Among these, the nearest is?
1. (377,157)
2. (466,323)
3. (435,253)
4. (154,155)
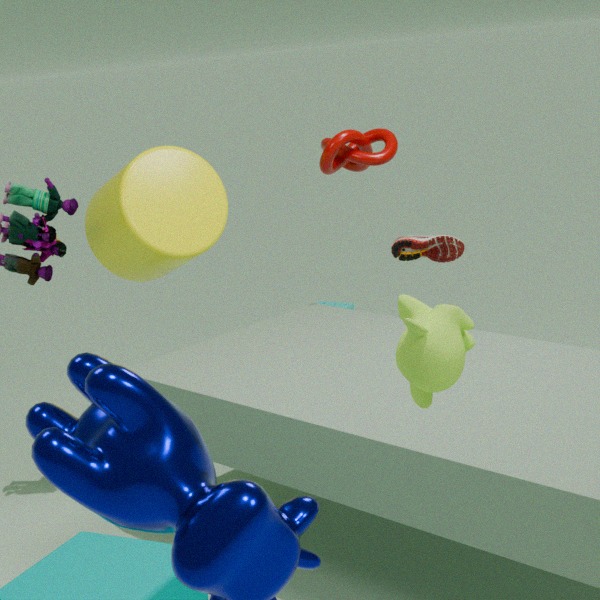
(466,323)
